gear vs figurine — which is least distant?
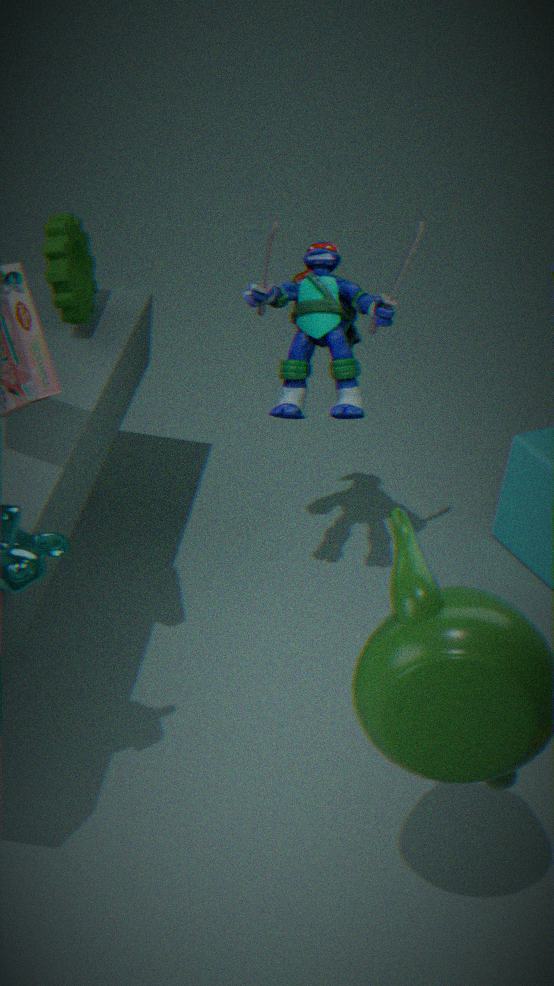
figurine
